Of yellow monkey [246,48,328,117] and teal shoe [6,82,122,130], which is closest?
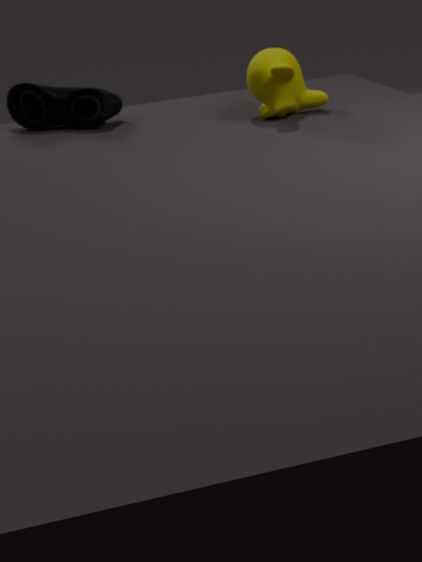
yellow monkey [246,48,328,117]
